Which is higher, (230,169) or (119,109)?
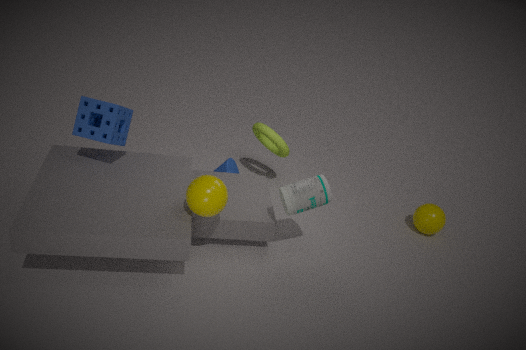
(119,109)
